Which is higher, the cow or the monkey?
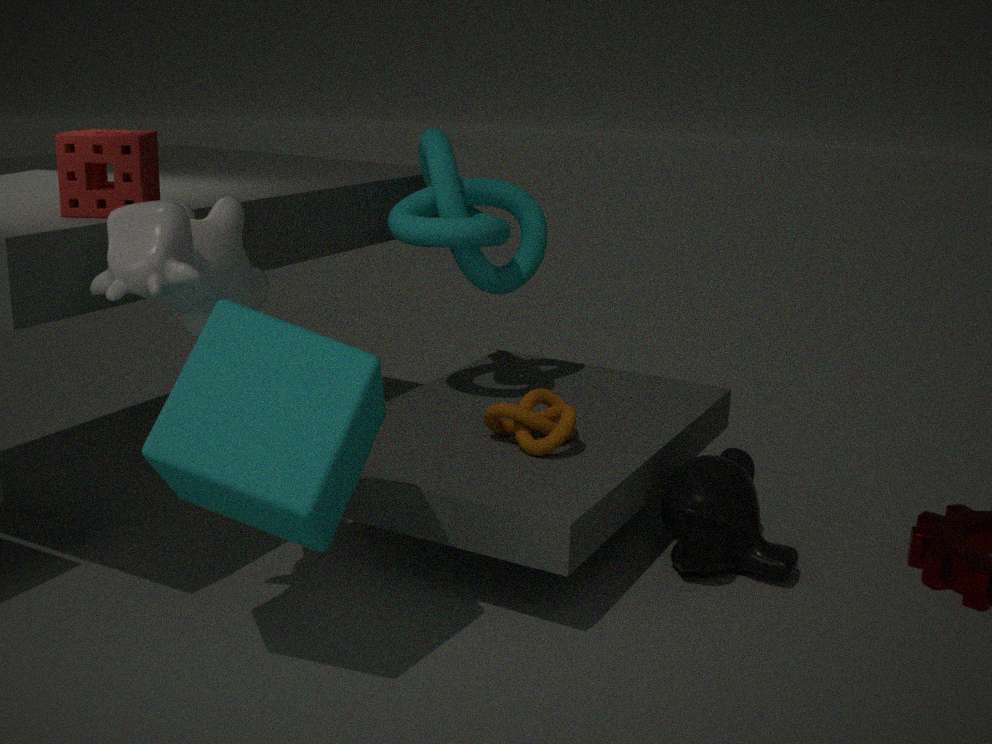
the cow
